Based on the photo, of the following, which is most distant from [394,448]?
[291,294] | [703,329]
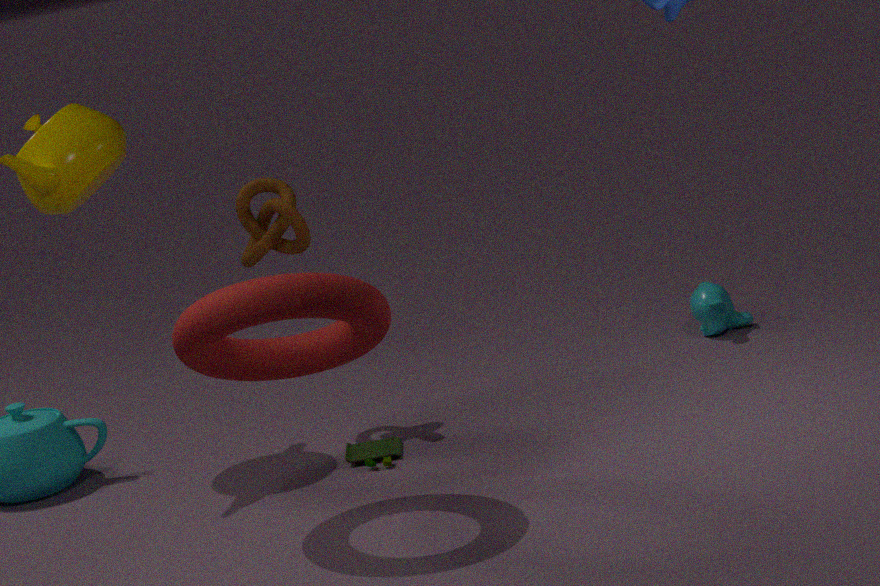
[703,329]
